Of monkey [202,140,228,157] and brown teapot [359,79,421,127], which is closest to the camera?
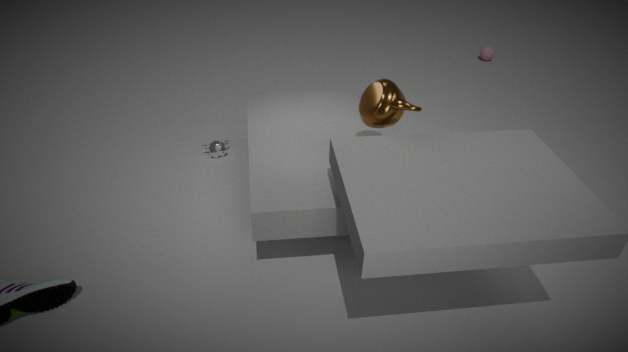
brown teapot [359,79,421,127]
